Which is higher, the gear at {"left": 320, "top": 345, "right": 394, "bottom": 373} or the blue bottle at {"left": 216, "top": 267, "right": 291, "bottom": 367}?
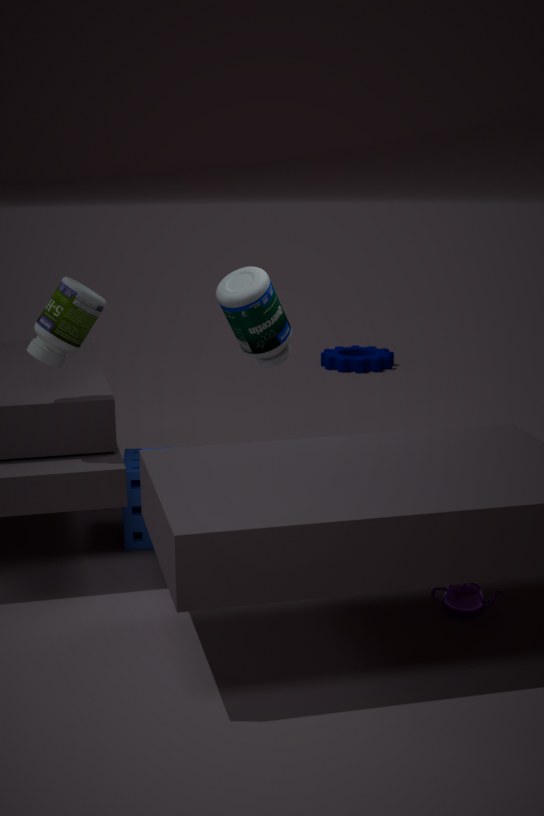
the blue bottle at {"left": 216, "top": 267, "right": 291, "bottom": 367}
